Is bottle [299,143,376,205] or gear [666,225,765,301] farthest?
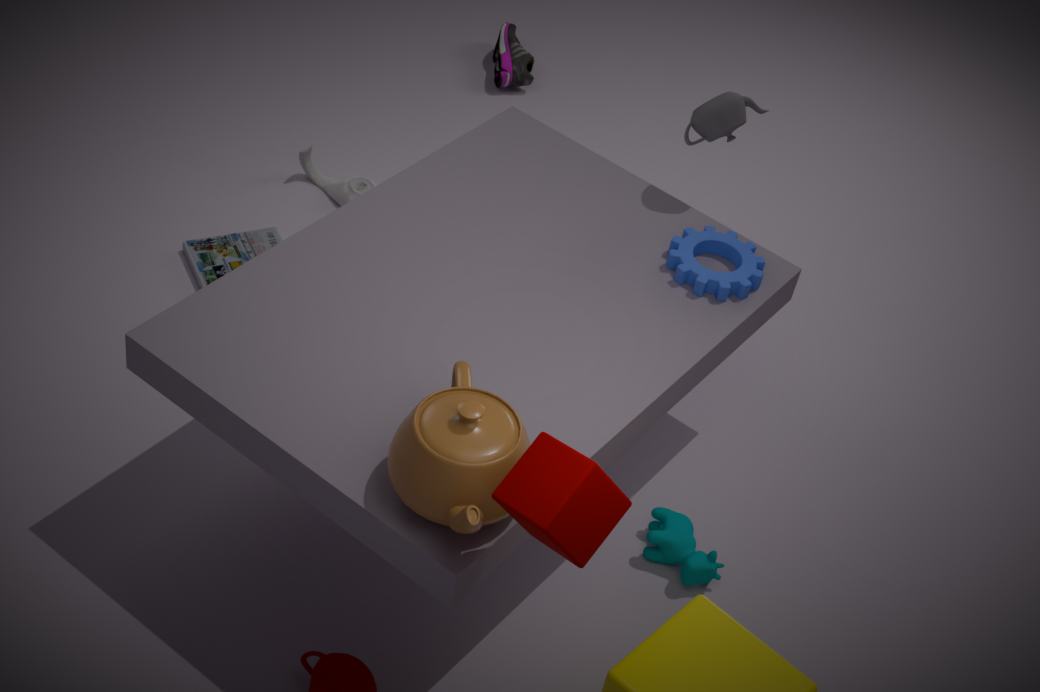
bottle [299,143,376,205]
